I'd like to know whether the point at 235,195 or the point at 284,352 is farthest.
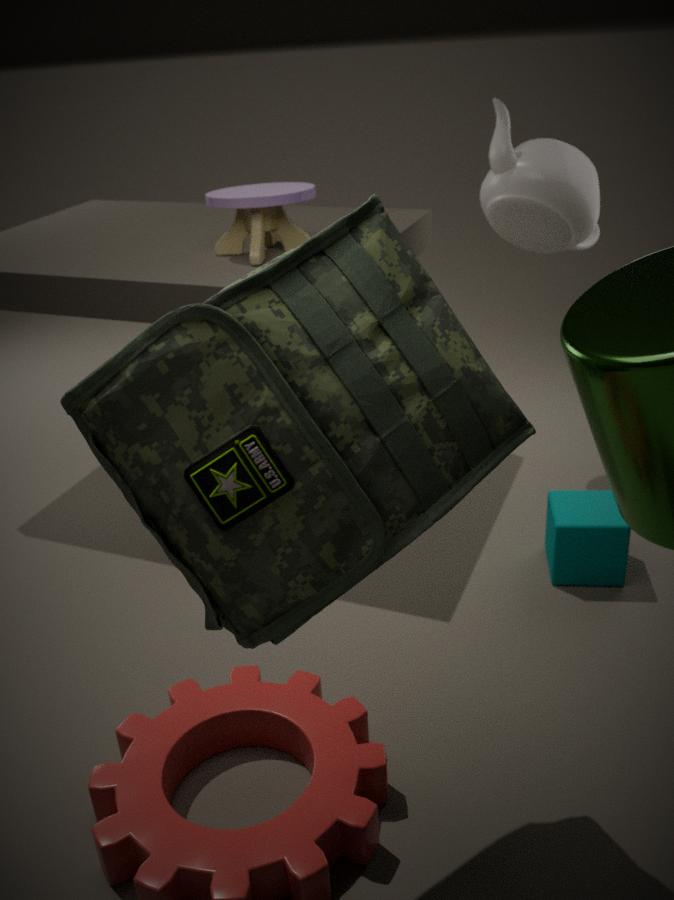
the point at 235,195
